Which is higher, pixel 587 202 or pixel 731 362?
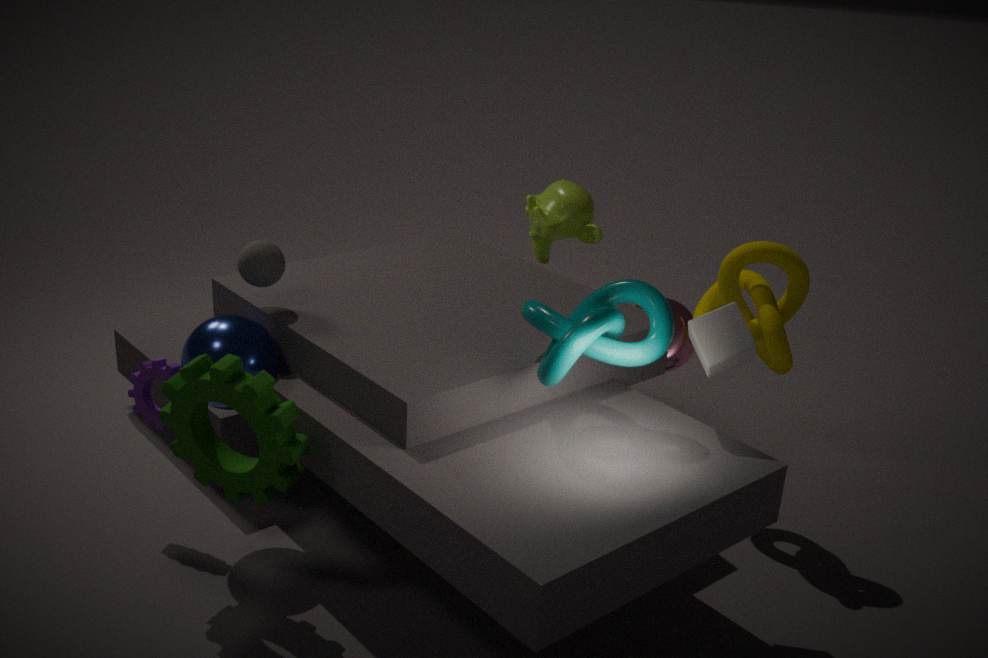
pixel 587 202
